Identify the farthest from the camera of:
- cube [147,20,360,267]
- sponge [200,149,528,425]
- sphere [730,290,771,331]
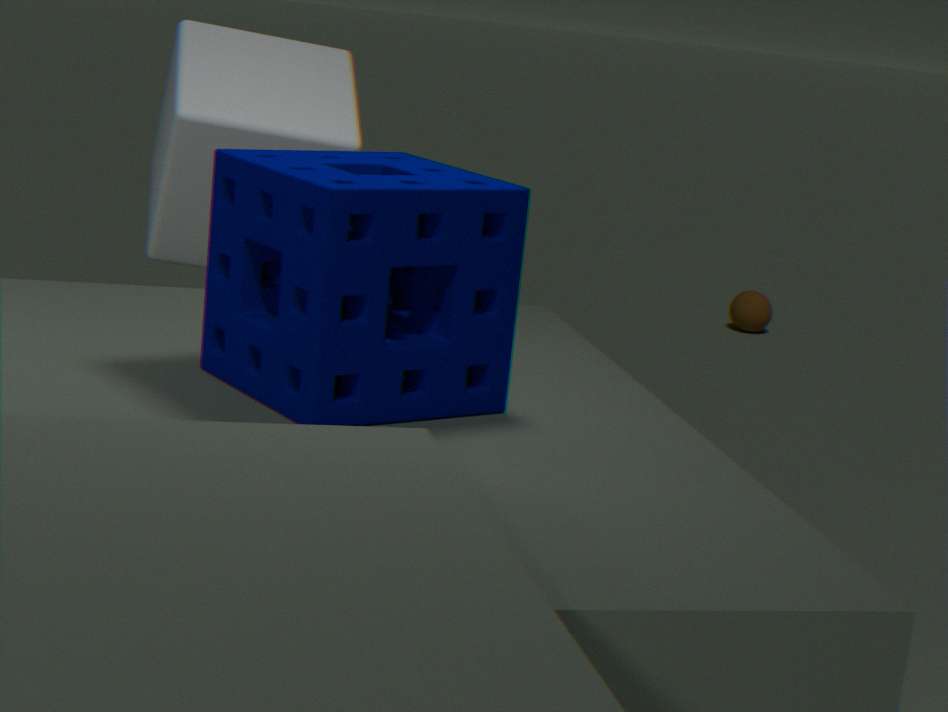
sphere [730,290,771,331]
